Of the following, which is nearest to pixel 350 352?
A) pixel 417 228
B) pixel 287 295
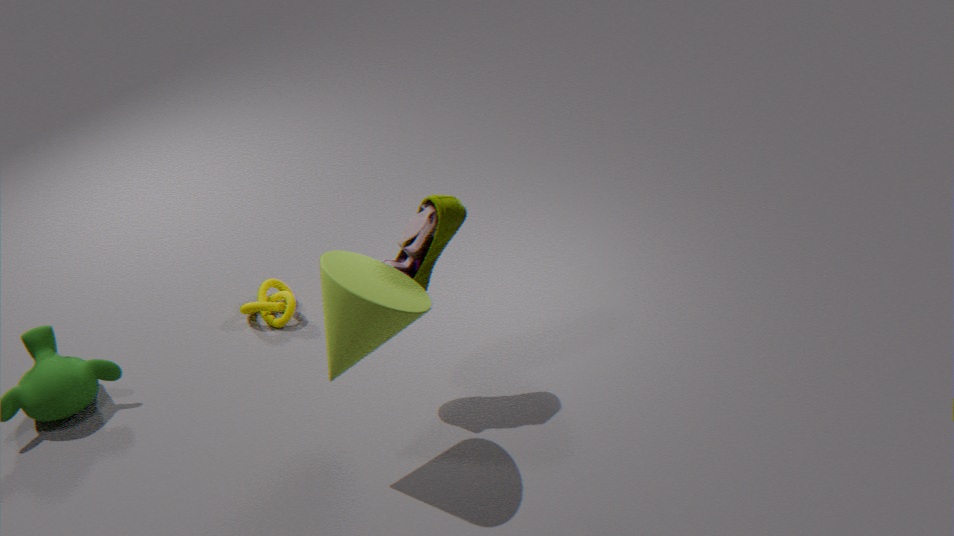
pixel 417 228
